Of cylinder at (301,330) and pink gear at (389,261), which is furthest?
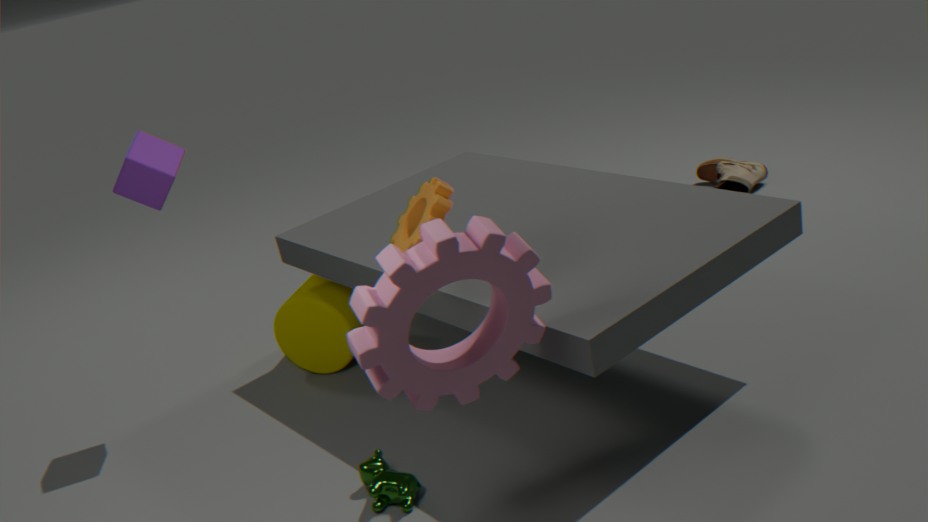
cylinder at (301,330)
